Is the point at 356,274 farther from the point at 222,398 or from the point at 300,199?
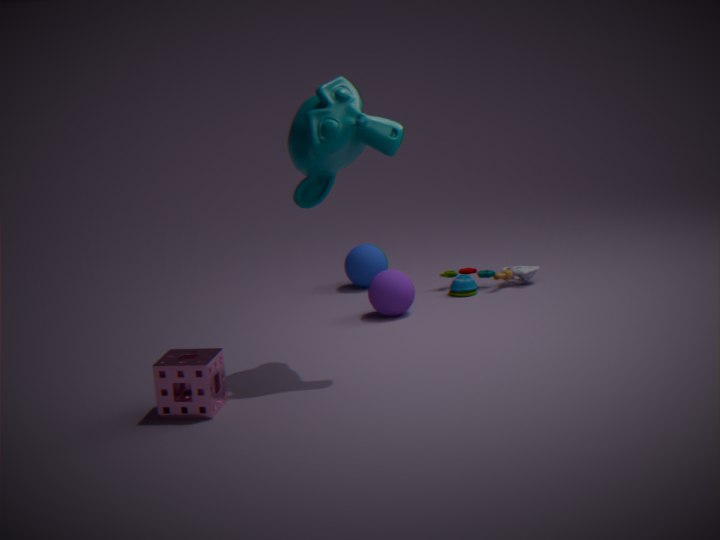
the point at 222,398
